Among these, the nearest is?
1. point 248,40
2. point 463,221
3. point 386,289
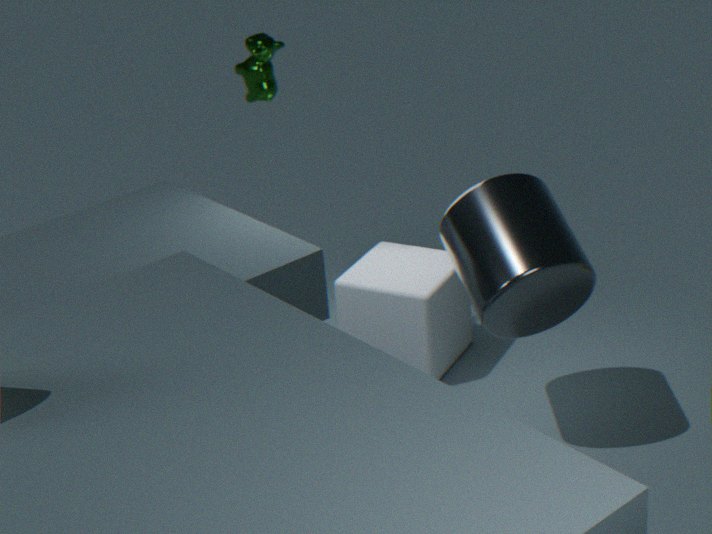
point 463,221
